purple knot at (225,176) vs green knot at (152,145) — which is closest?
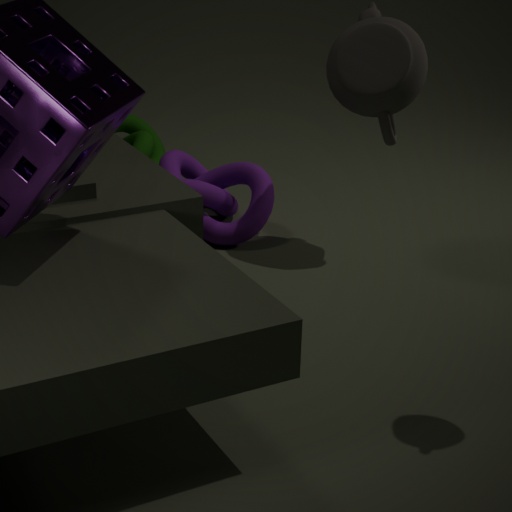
purple knot at (225,176)
